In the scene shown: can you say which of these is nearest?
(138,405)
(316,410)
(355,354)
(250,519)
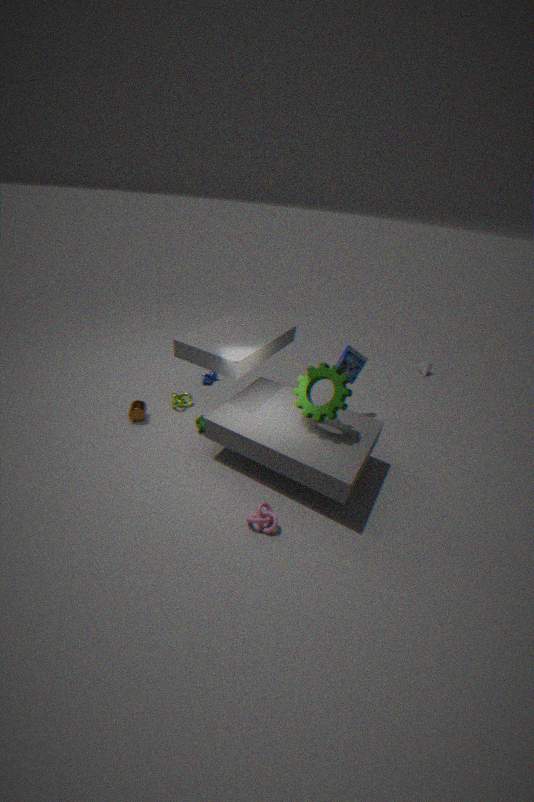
(250,519)
